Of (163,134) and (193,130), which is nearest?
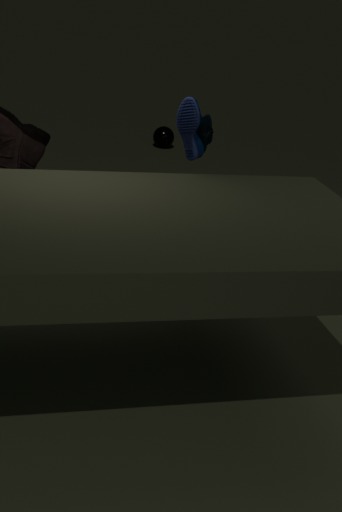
(193,130)
